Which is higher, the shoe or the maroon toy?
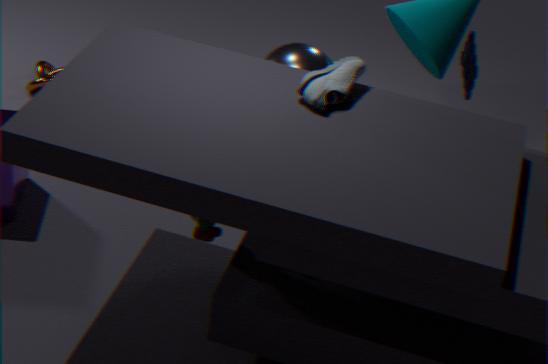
the shoe
